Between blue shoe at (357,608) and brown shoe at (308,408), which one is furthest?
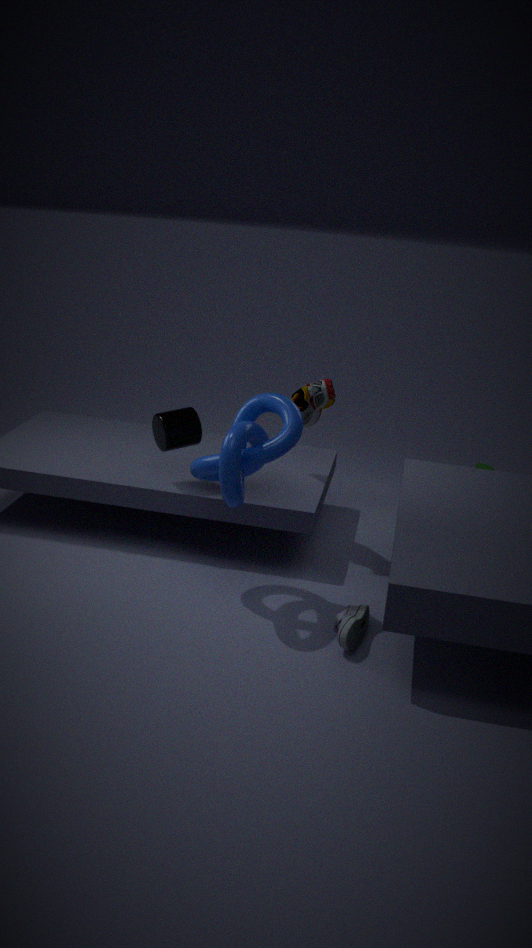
brown shoe at (308,408)
